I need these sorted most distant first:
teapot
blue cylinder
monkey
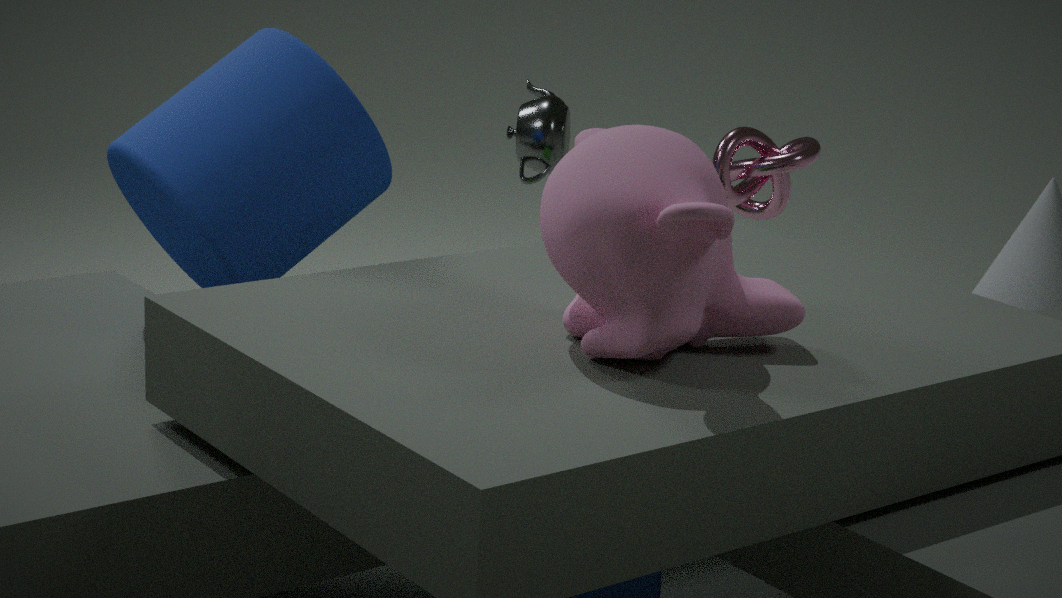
teapot, blue cylinder, monkey
